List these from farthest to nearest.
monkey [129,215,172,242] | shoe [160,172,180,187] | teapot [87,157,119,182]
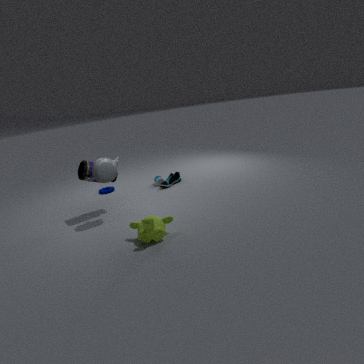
shoe [160,172,180,187] < teapot [87,157,119,182] < monkey [129,215,172,242]
